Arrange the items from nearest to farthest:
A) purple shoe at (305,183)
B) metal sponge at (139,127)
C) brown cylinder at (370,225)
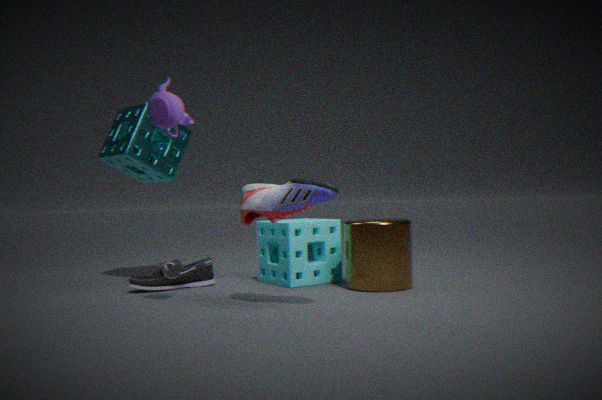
purple shoe at (305,183), brown cylinder at (370,225), metal sponge at (139,127)
